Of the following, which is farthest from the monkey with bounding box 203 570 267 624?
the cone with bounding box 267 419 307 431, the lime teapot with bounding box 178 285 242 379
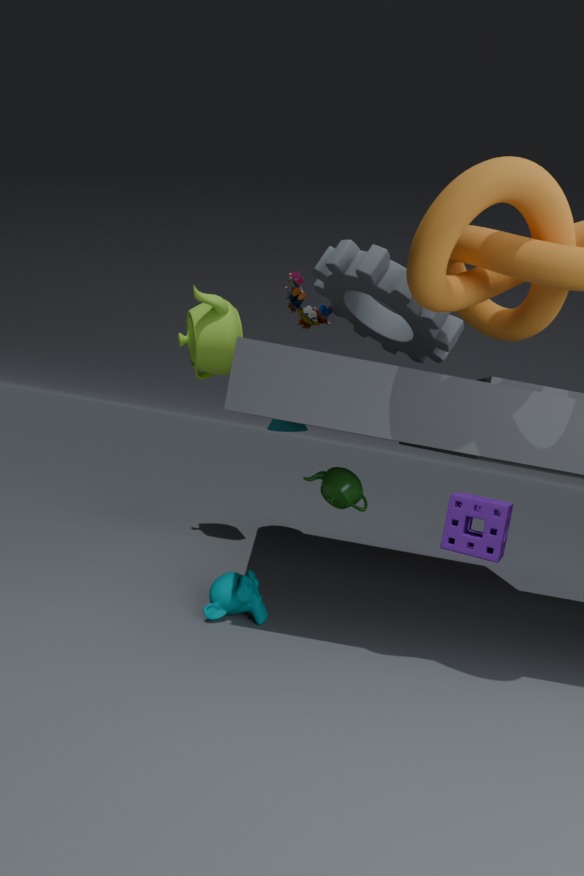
the cone with bounding box 267 419 307 431
